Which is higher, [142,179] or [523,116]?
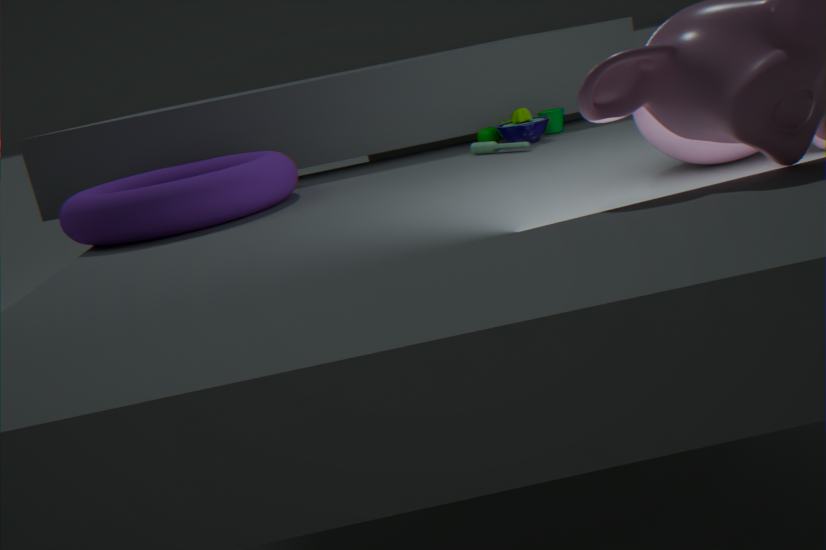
[142,179]
